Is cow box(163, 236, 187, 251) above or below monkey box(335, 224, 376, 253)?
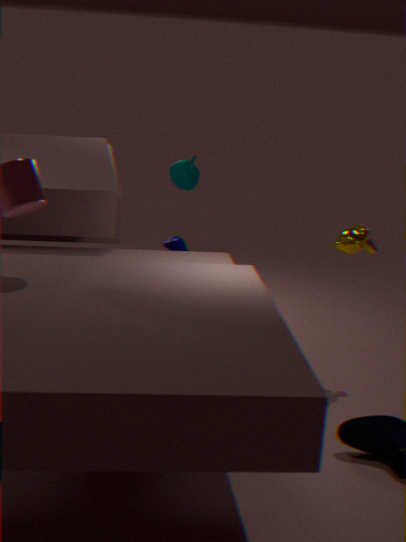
below
